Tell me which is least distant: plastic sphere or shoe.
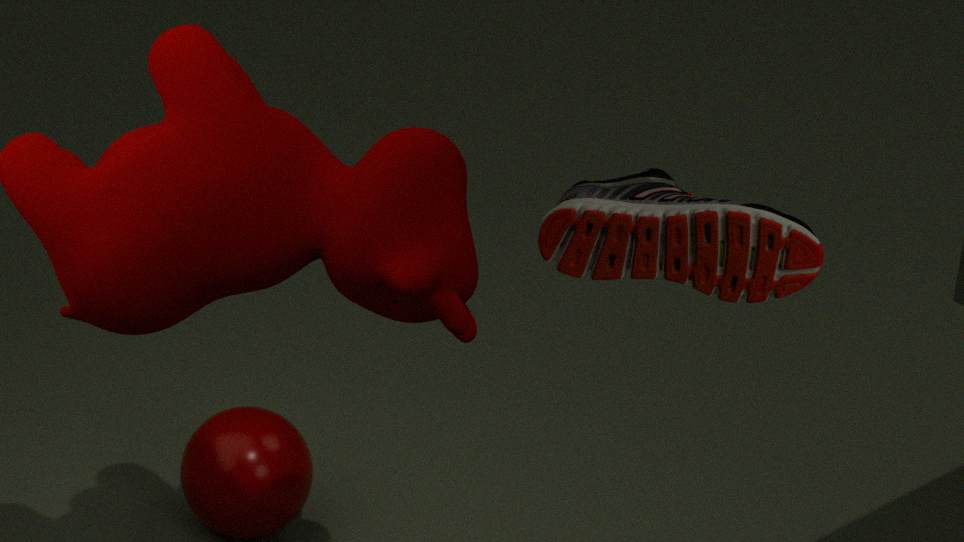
shoe
